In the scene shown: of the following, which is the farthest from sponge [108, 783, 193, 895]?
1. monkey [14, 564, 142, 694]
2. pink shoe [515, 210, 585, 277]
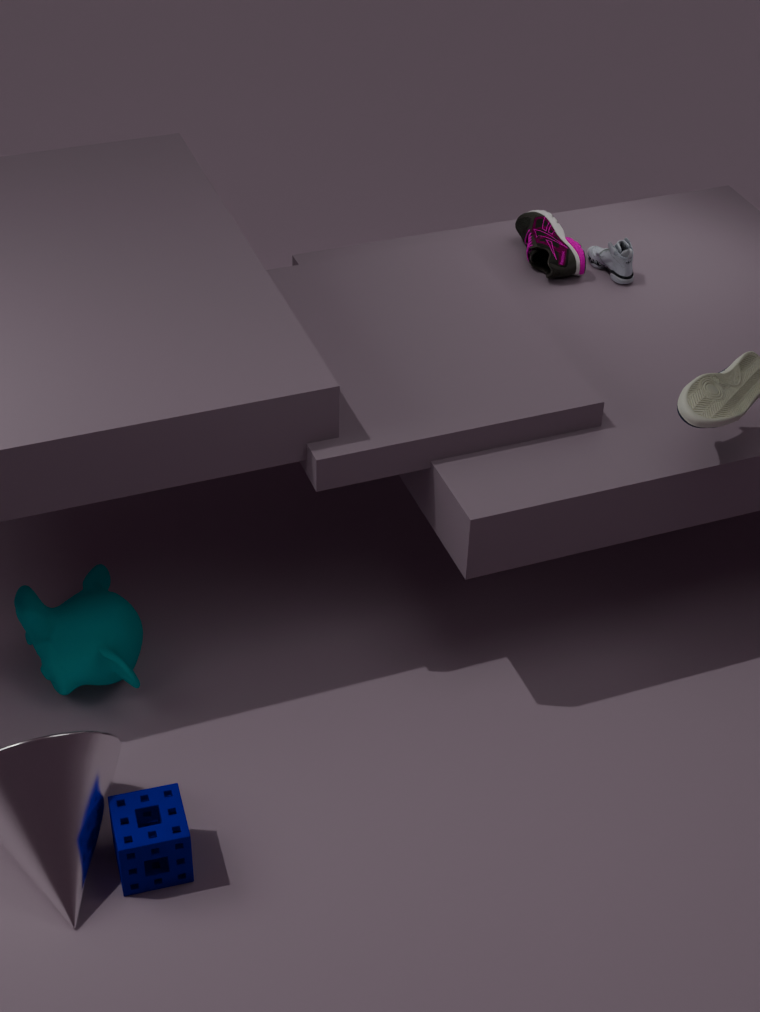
pink shoe [515, 210, 585, 277]
